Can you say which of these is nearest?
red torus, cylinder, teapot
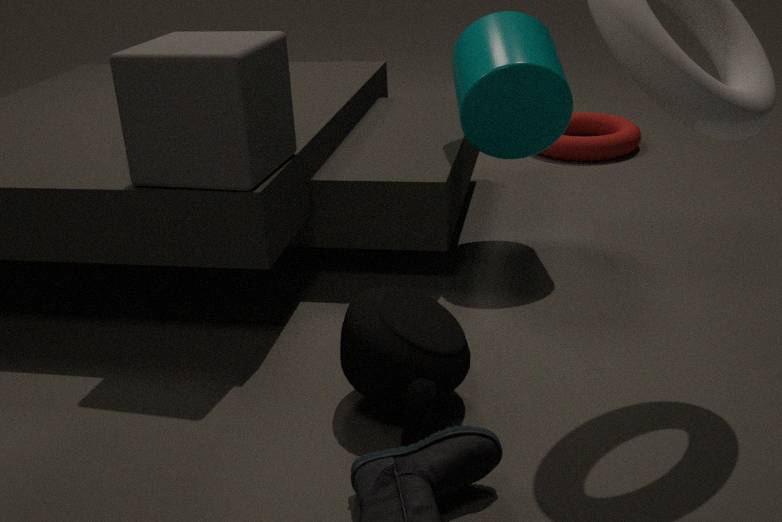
teapot
